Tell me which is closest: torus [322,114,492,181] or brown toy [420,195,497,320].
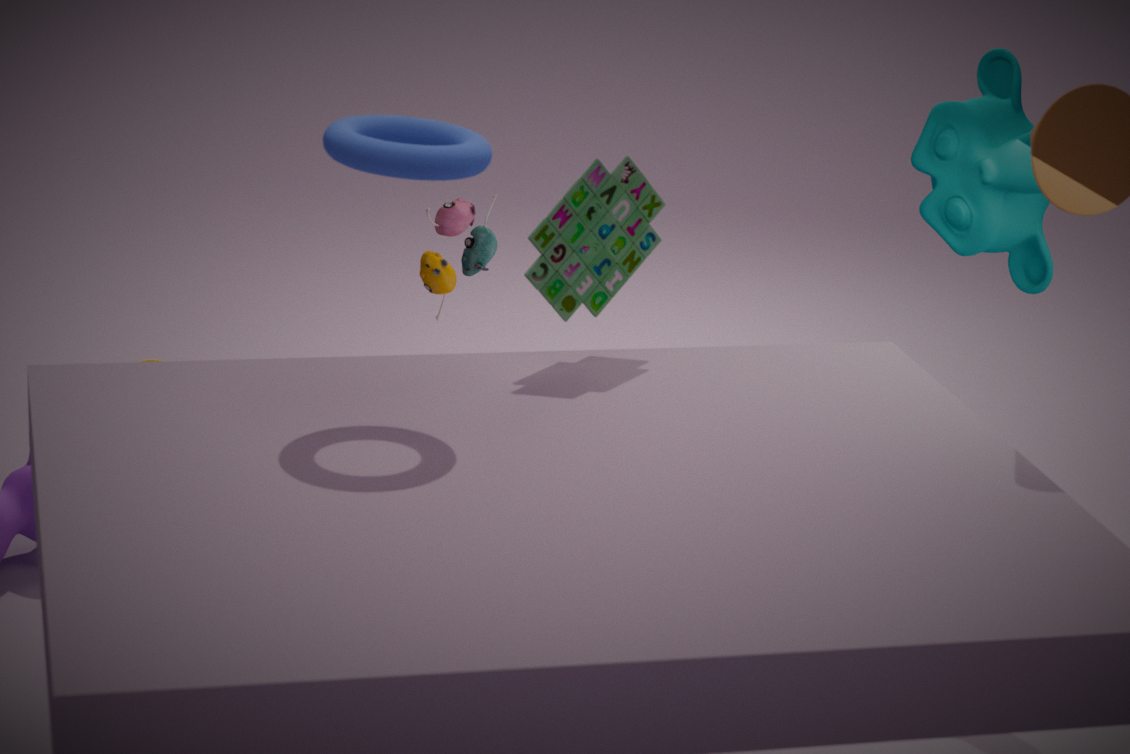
torus [322,114,492,181]
